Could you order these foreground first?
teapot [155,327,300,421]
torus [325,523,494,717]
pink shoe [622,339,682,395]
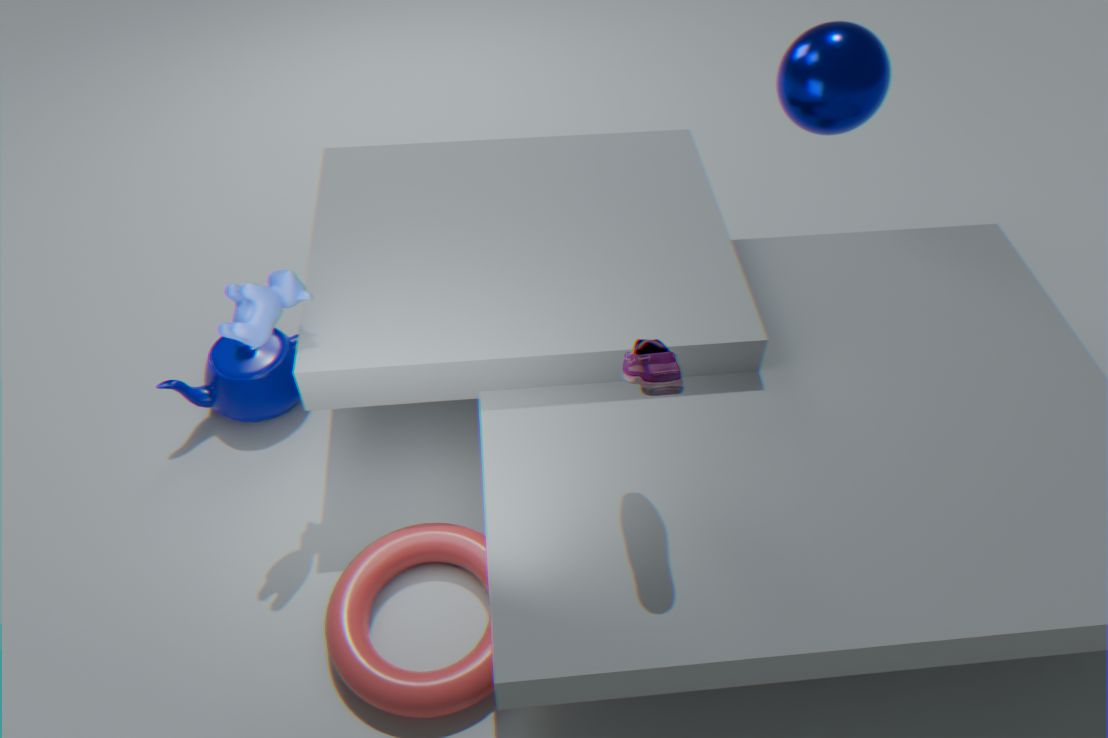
pink shoe [622,339,682,395], torus [325,523,494,717], teapot [155,327,300,421]
